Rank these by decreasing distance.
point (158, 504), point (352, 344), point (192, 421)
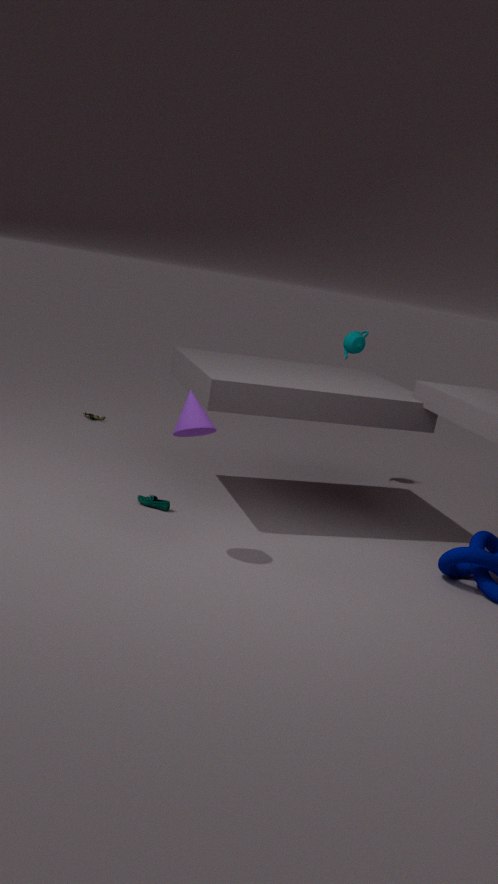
point (352, 344) → point (158, 504) → point (192, 421)
